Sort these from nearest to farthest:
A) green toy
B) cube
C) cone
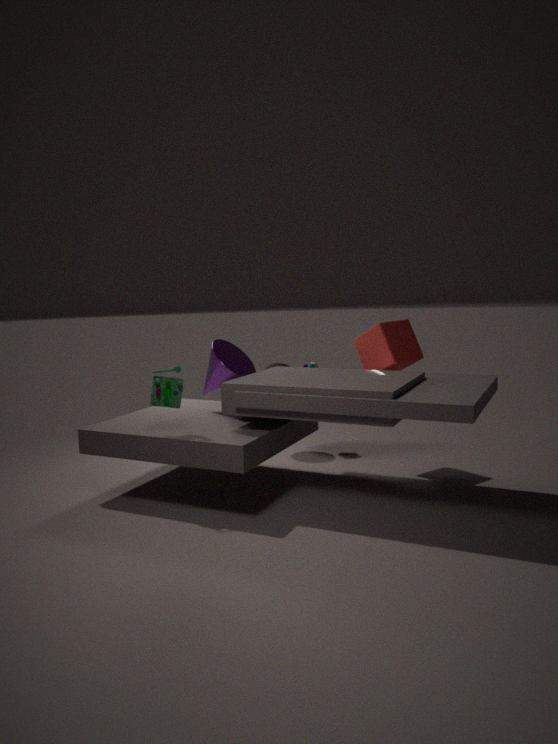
1. green toy
2. cone
3. cube
